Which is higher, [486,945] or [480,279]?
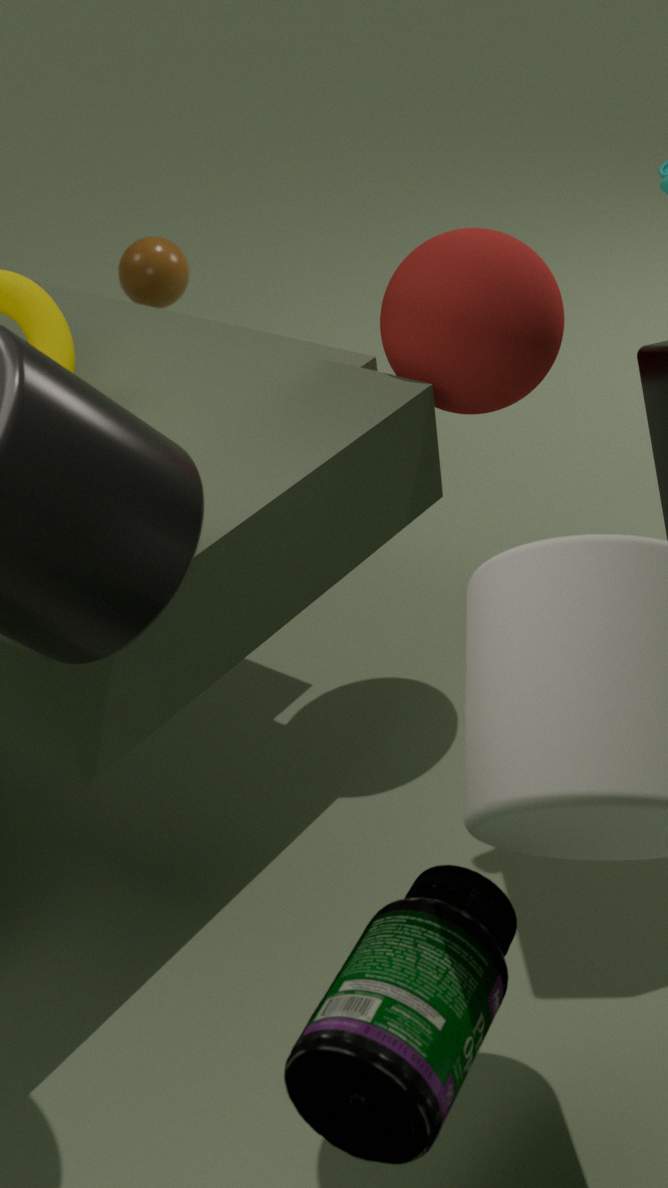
[480,279]
